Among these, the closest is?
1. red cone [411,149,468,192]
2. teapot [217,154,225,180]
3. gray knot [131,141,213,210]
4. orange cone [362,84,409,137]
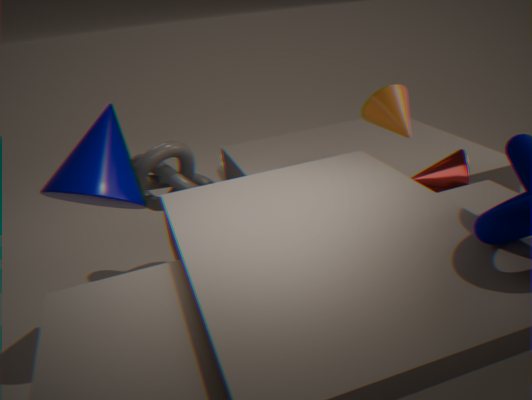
red cone [411,149,468,192]
